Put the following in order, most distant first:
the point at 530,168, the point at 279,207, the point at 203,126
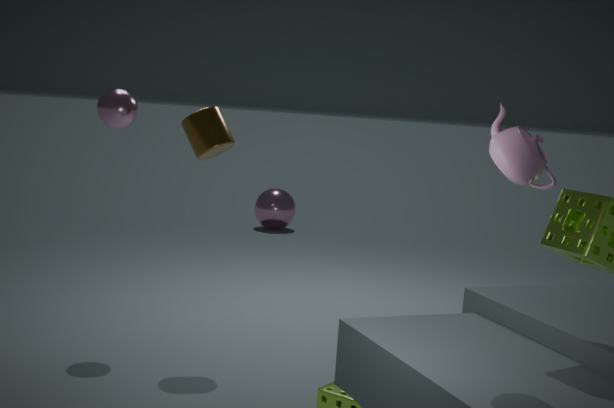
the point at 279,207 → the point at 203,126 → the point at 530,168
